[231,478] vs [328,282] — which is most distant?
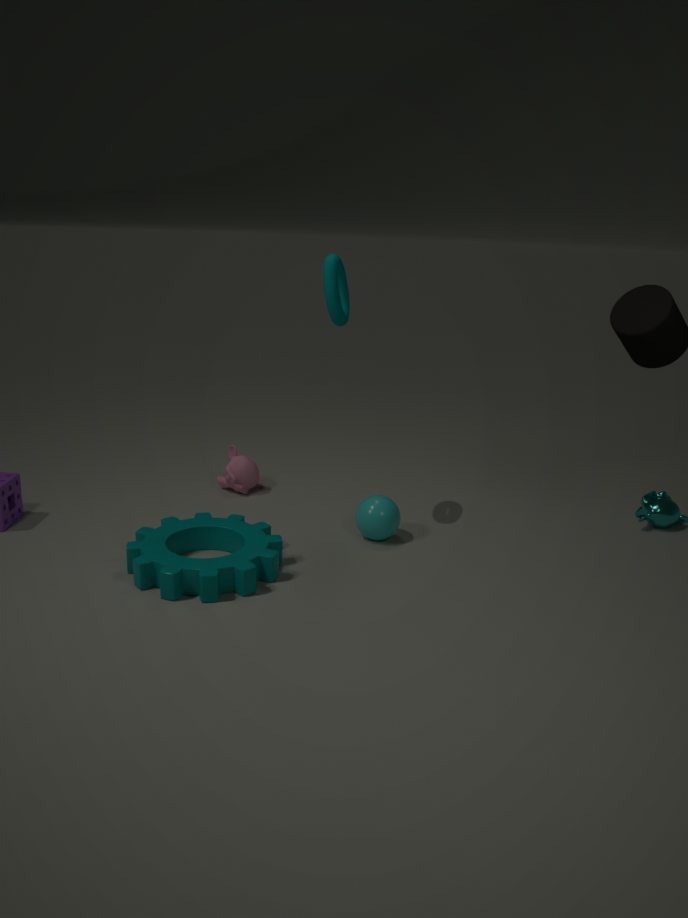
[231,478]
